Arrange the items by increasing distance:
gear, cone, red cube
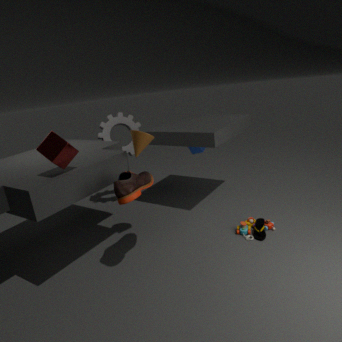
1. red cube
2. cone
3. gear
